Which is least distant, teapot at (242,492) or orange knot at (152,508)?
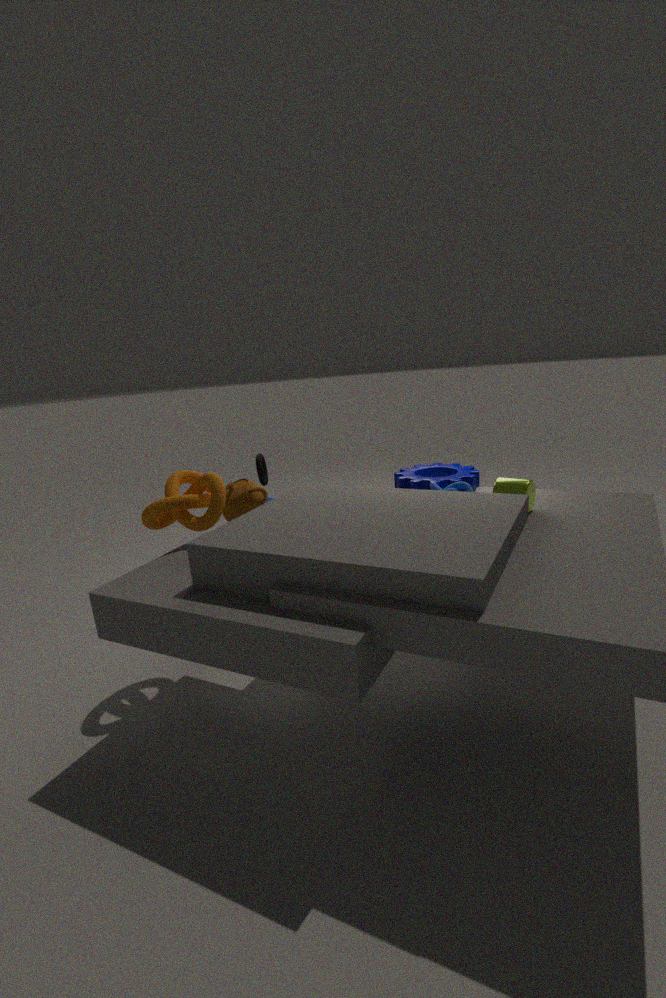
orange knot at (152,508)
